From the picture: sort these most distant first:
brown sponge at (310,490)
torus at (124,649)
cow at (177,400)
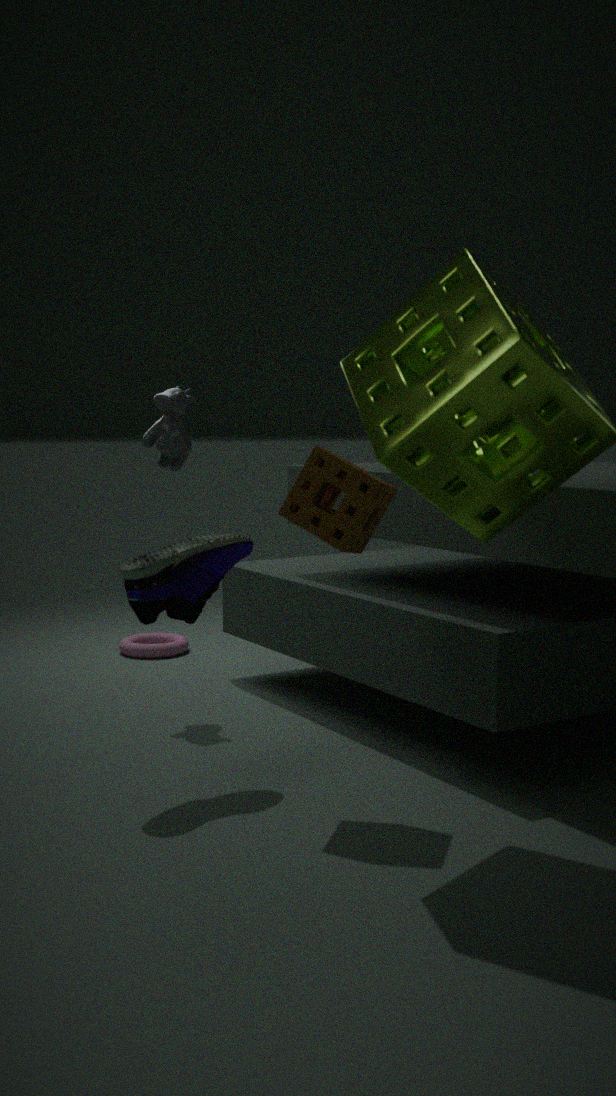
1. torus at (124,649)
2. cow at (177,400)
3. brown sponge at (310,490)
